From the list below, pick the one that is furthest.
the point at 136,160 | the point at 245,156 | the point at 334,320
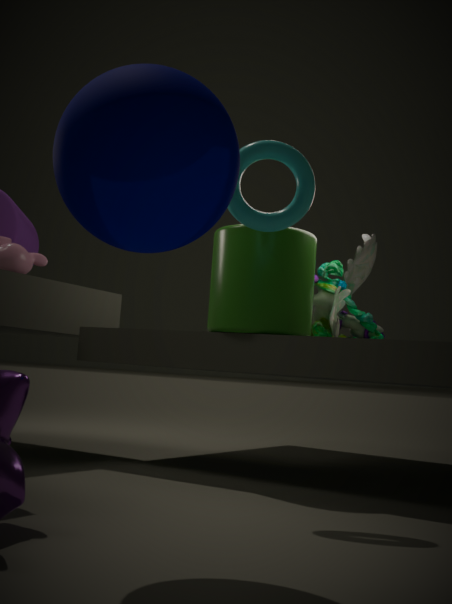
the point at 334,320
